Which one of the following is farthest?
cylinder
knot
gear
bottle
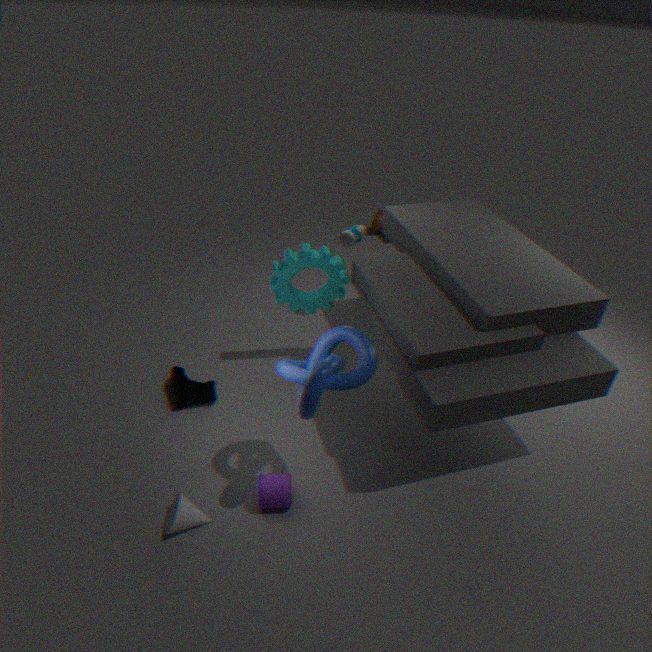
bottle
